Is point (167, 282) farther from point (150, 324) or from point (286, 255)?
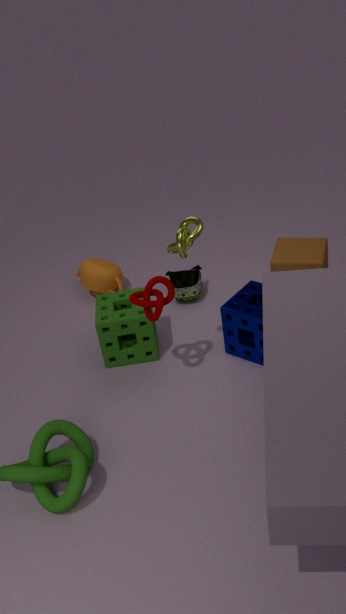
point (286, 255)
